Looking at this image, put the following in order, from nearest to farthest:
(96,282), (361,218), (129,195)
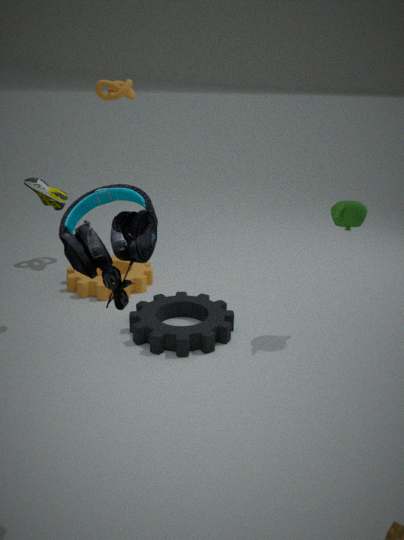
1. (129,195)
2. (361,218)
3. (96,282)
